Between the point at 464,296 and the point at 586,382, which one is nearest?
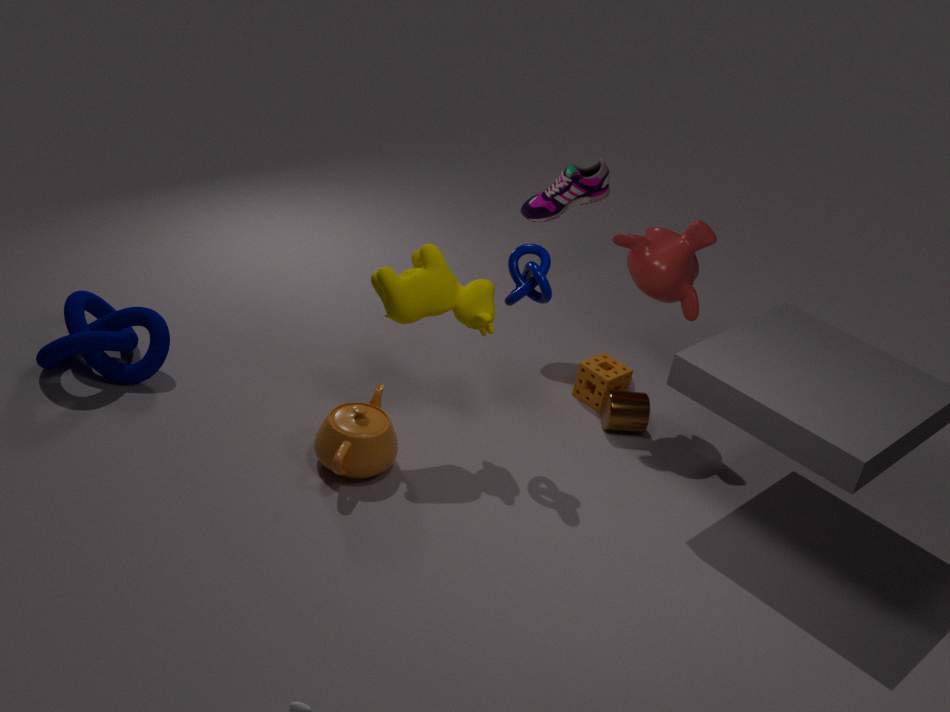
the point at 464,296
